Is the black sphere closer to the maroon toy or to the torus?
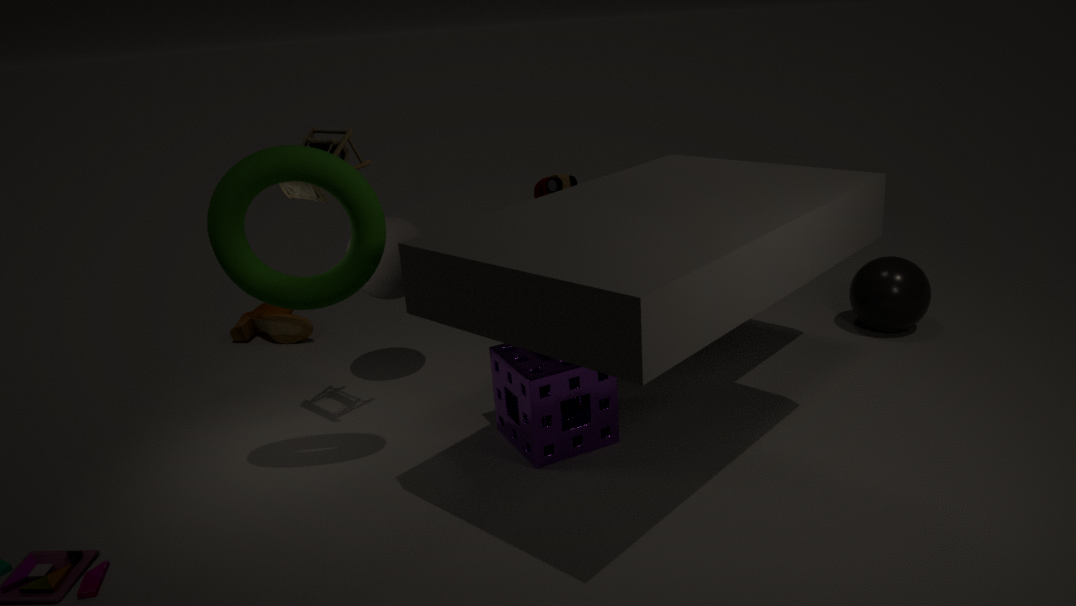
the maroon toy
